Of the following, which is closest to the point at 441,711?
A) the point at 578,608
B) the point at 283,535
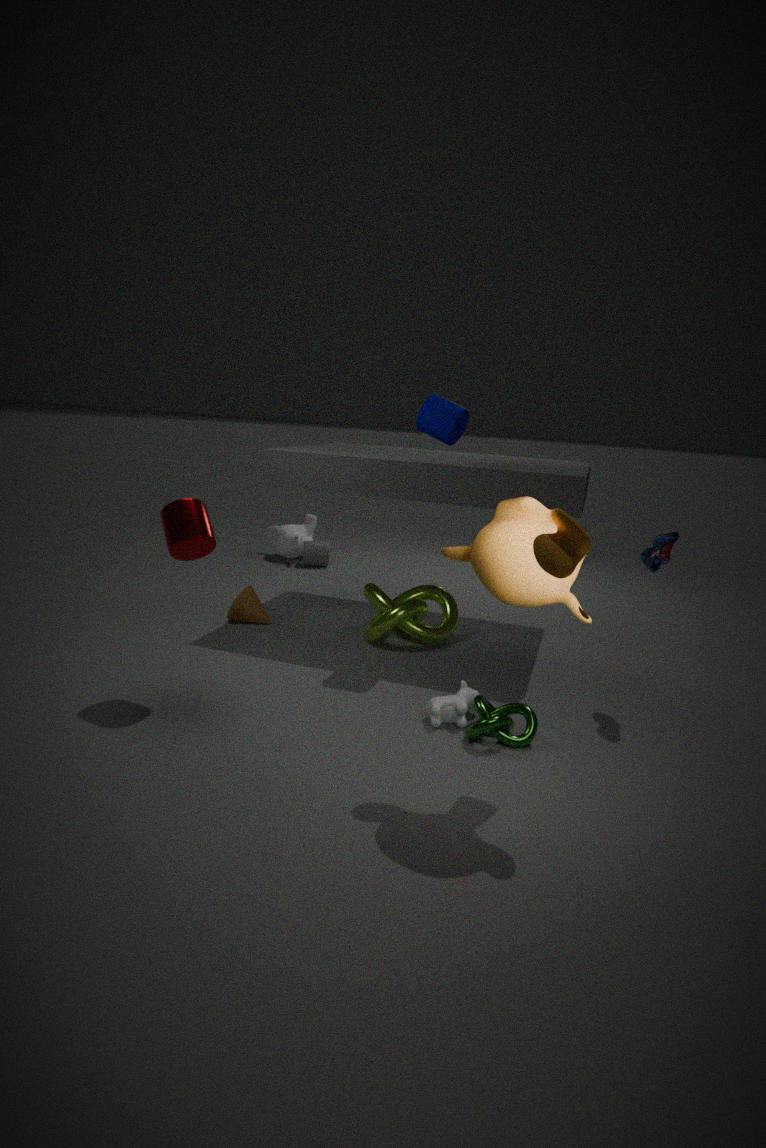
the point at 578,608
